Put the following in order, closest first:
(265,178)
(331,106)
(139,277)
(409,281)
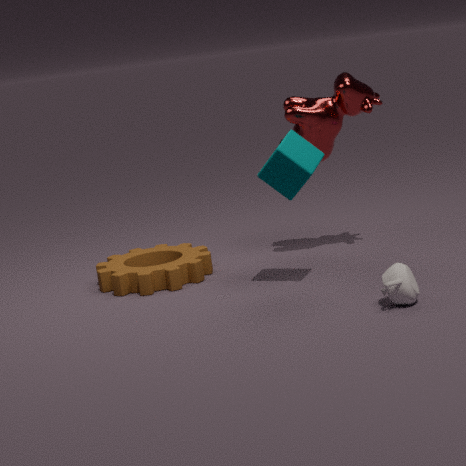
1. (409,281)
2. (265,178)
3. (139,277)
4. (331,106)
